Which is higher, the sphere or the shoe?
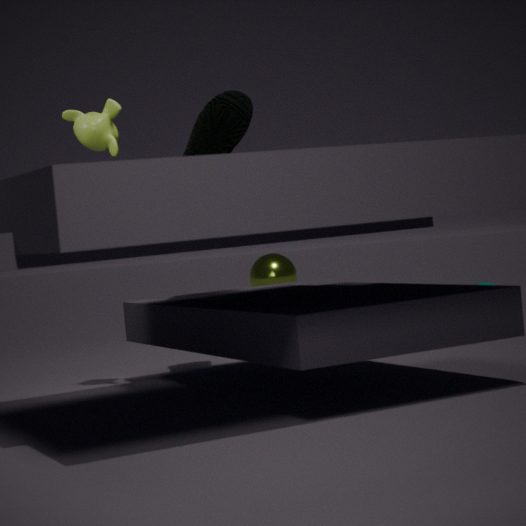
the shoe
